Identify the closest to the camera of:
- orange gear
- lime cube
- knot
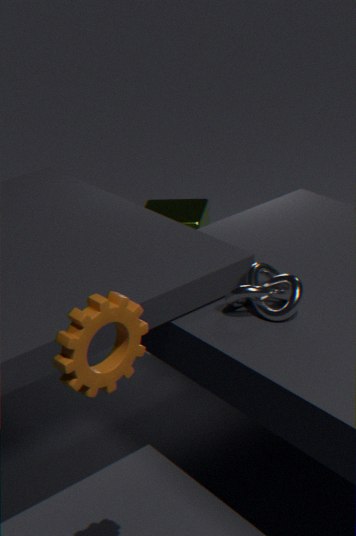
orange gear
